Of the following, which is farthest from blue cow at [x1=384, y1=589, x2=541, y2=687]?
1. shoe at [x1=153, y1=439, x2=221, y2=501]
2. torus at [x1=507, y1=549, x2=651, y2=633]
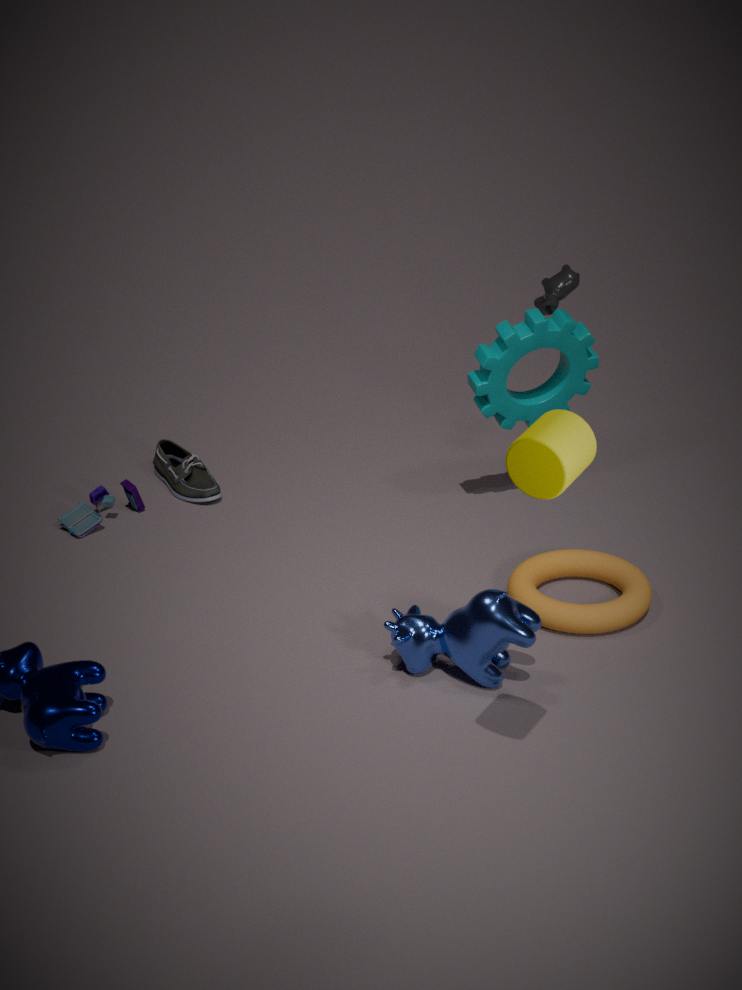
shoe at [x1=153, y1=439, x2=221, y2=501]
